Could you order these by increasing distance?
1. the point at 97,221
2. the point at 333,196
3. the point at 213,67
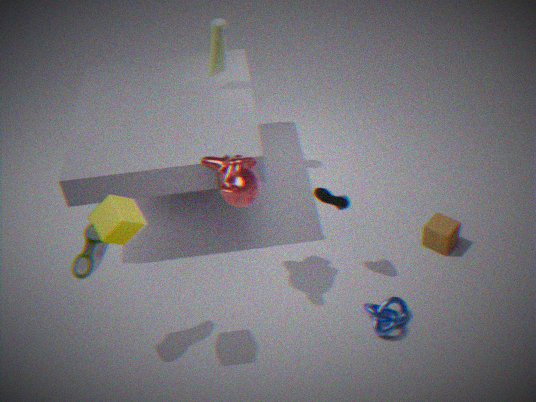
the point at 97,221
the point at 333,196
the point at 213,67
